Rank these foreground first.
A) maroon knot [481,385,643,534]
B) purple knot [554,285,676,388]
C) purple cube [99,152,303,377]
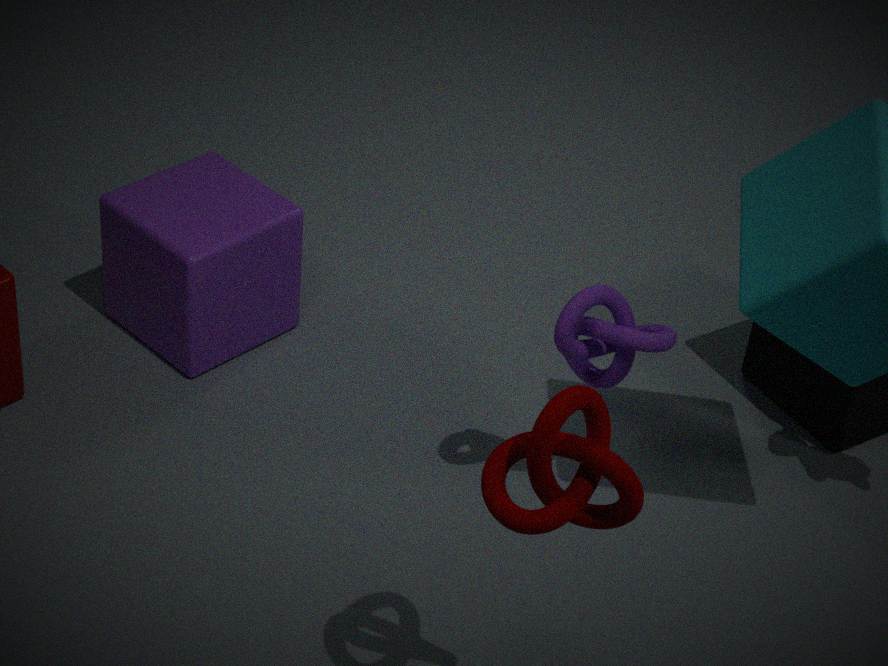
maroon knot [481,385,643,534], purple knot [554,285,676,388], purple cube [99,152,303,377]
